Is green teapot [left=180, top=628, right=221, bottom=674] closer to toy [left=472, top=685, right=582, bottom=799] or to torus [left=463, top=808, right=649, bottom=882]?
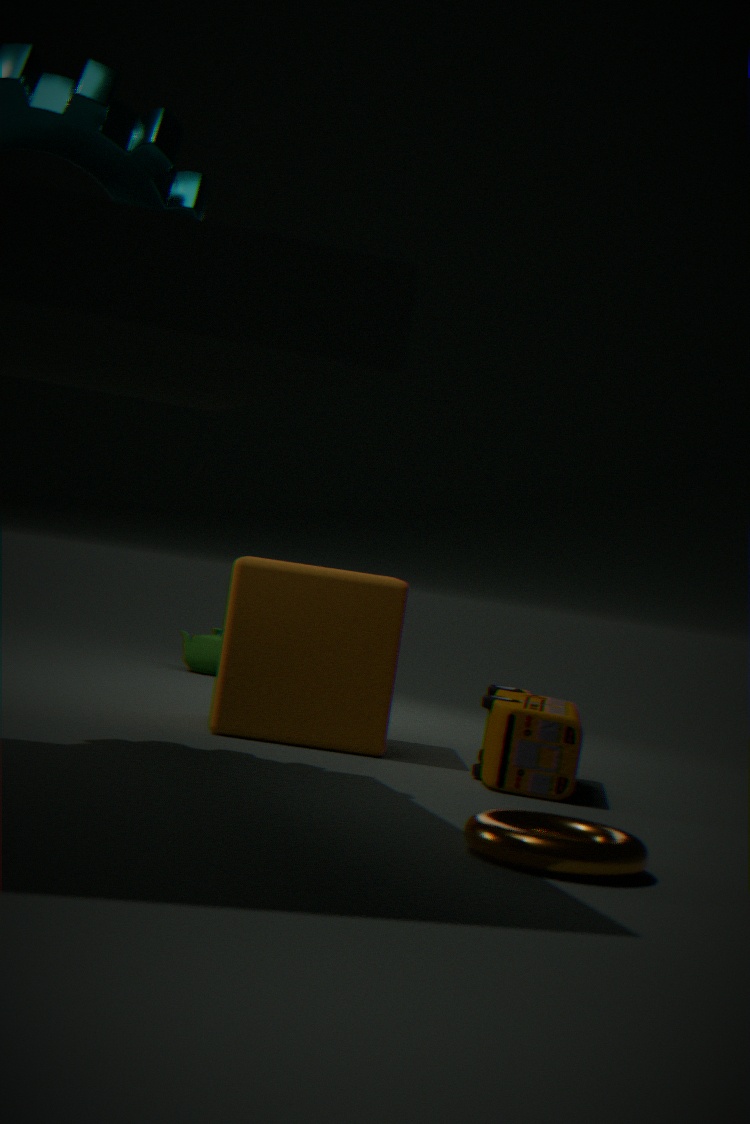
toy [left=472, top=685, right=582, bottom=799]
